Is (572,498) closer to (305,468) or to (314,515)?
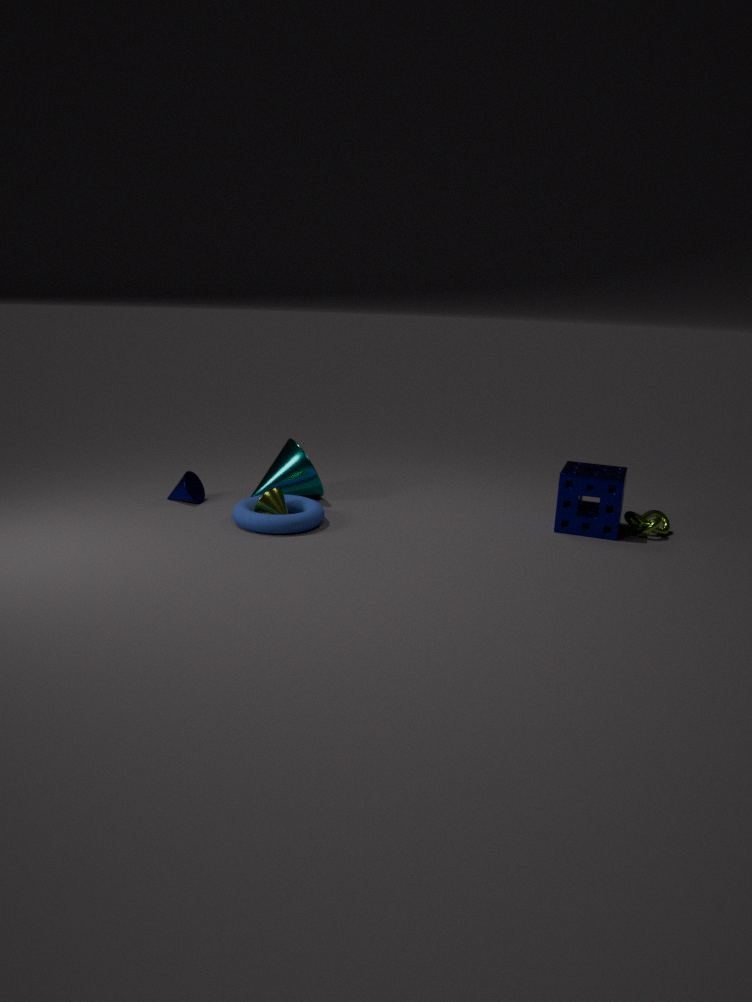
(314,515)
